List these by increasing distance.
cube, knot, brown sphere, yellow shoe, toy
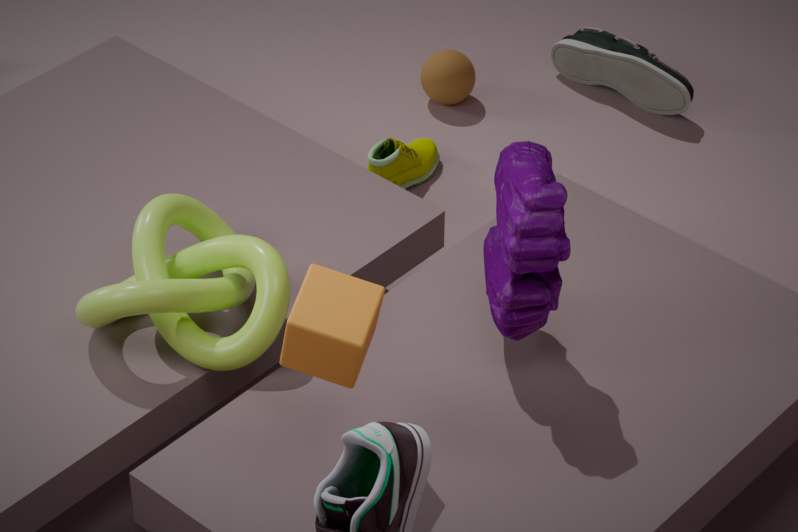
cube, toy, knot, yellow shoe, brown sphere
